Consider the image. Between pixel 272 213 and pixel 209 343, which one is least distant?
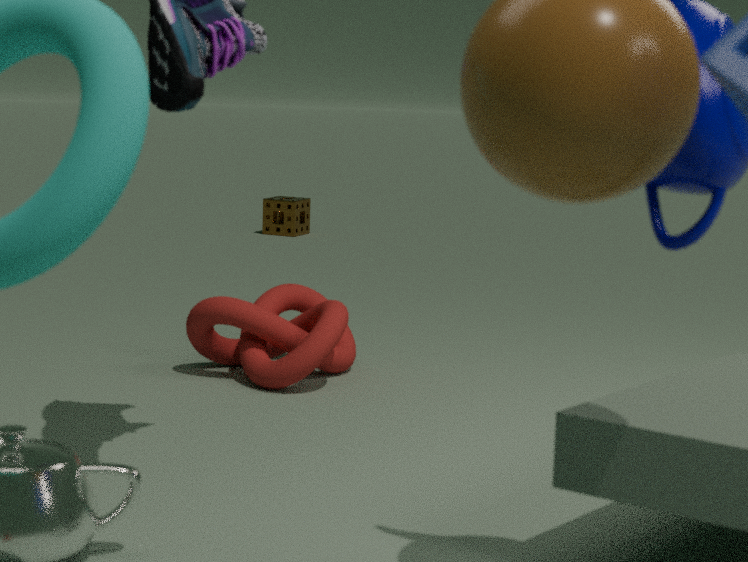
pixel 209 343
